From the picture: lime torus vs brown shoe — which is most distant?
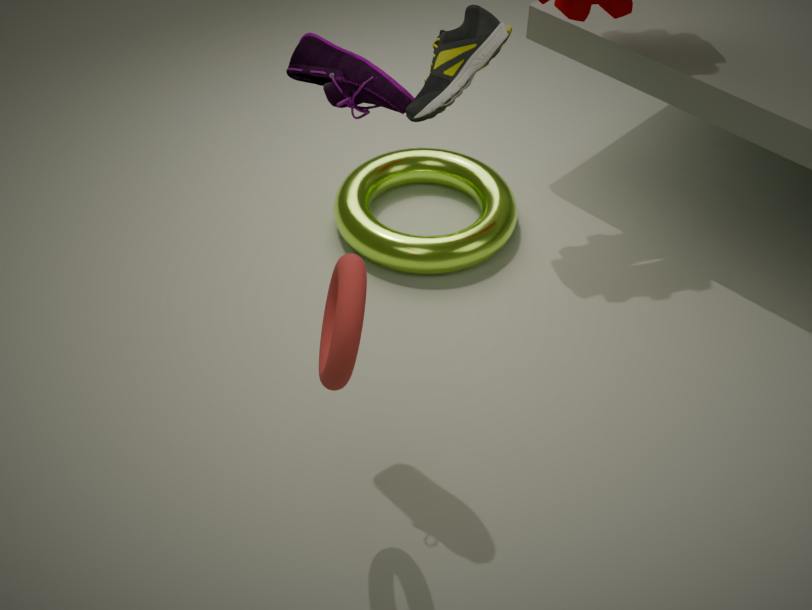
lime torus
